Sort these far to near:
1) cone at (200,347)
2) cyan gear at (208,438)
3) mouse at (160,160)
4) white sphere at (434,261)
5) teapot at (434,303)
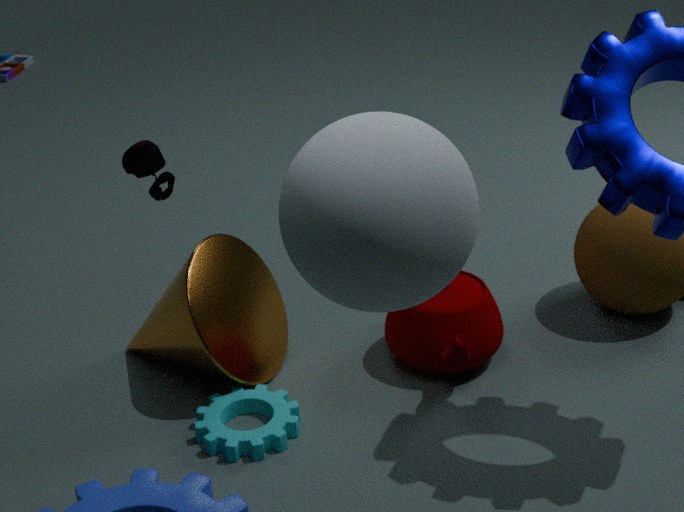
1. 5. teapot at (434,303)
2. 1. cone at (200,347)
3. 2. cyan gear at (208,438)
4. 4. white sphere at (434,261)
5. 3. mouse at (160,160)
